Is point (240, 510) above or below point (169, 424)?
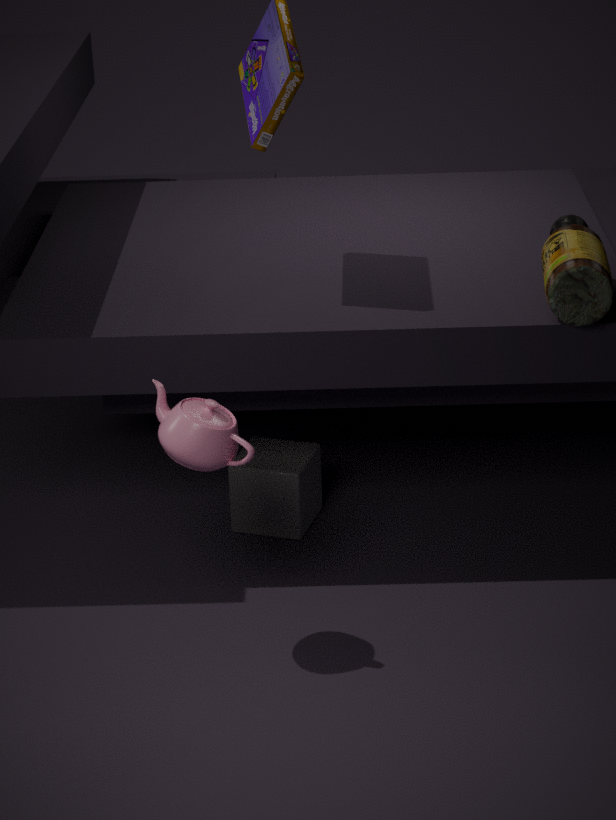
below
